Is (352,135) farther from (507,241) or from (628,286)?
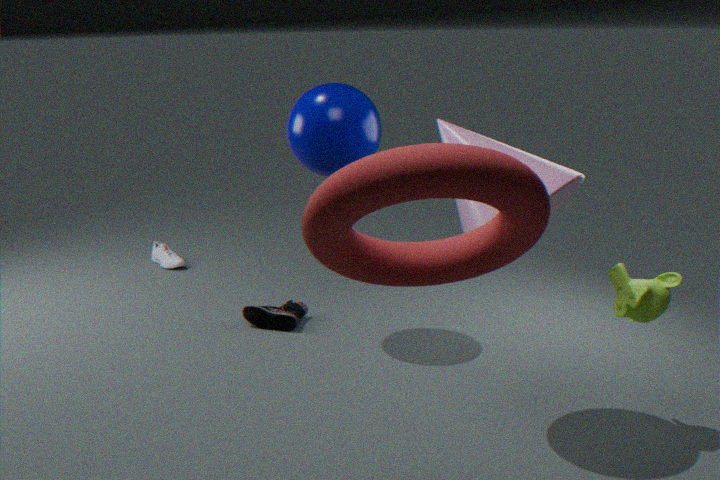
(507,241)
